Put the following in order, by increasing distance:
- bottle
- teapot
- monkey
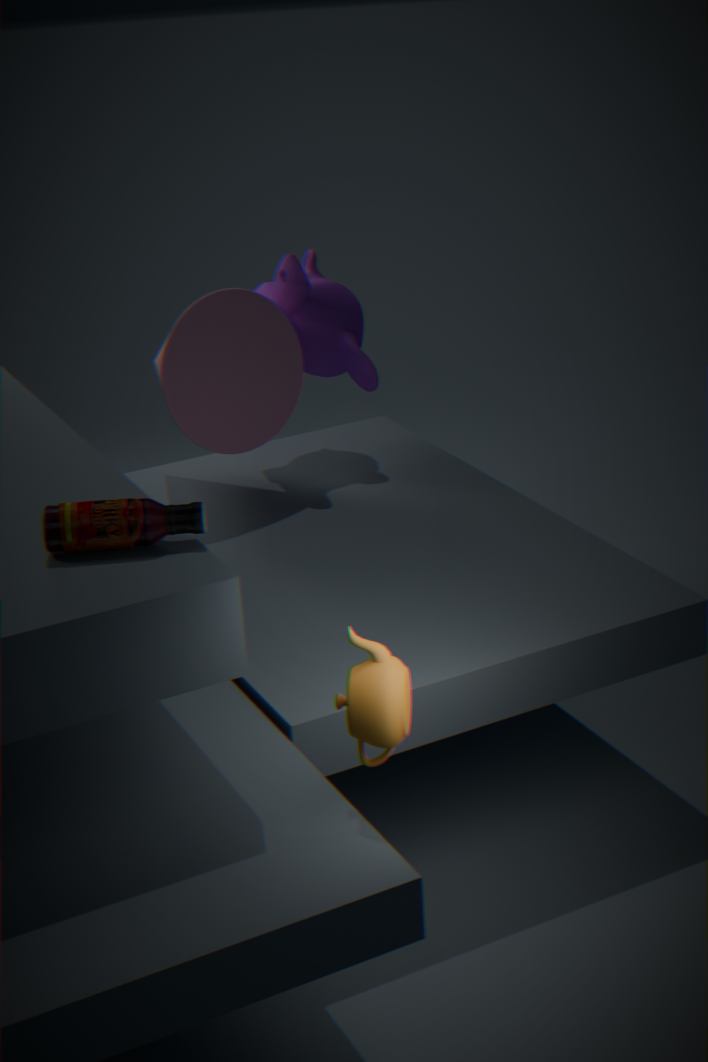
1. teapot
2. bottle
3. monkey
